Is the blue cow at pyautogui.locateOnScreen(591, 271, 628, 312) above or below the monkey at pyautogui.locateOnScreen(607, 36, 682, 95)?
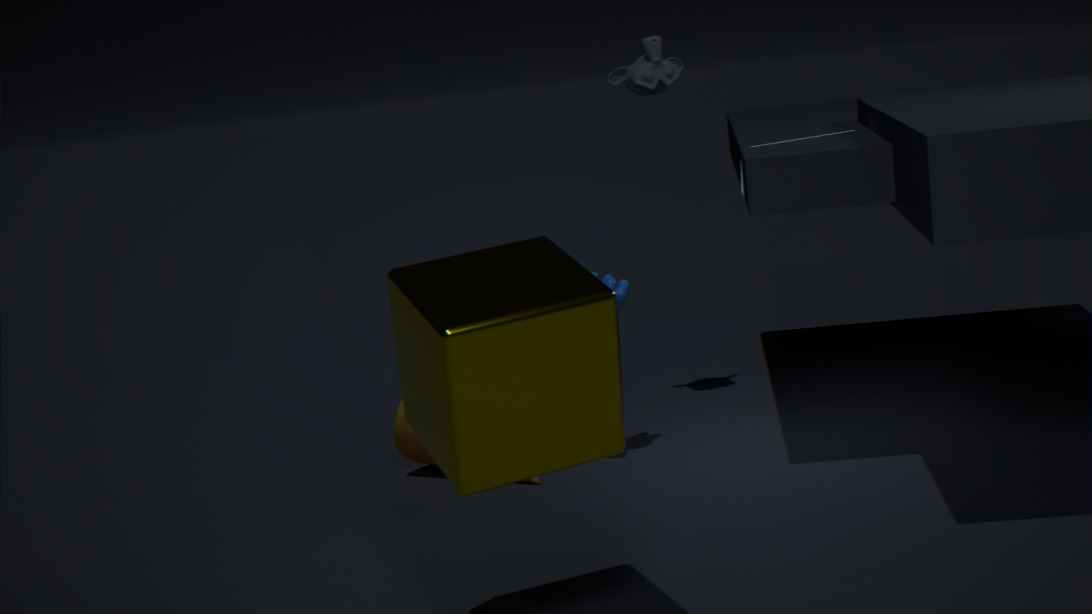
below
